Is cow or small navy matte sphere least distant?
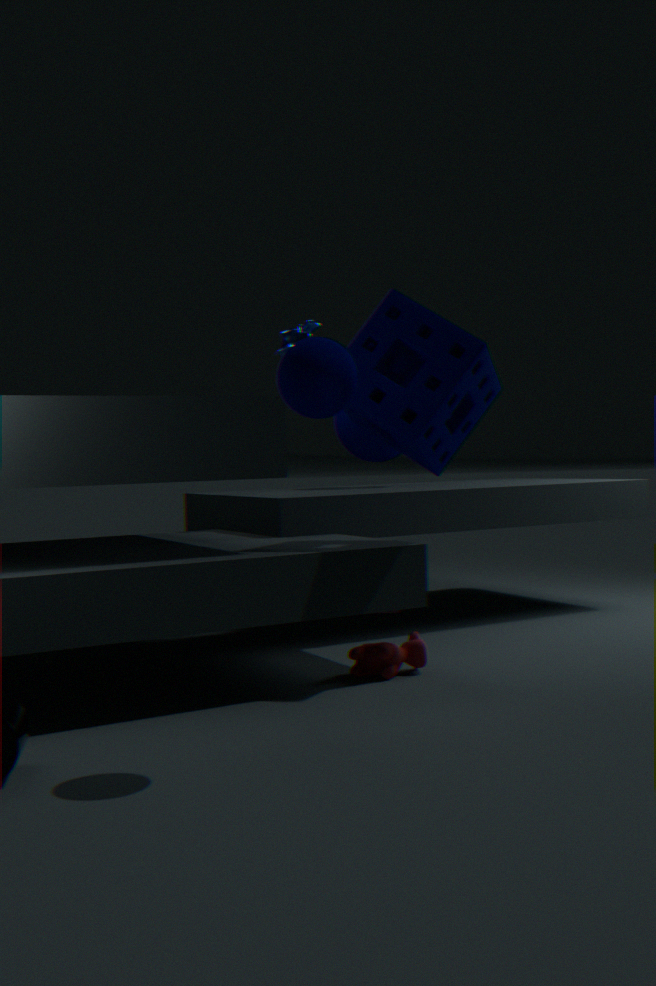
small navy matte sphere
